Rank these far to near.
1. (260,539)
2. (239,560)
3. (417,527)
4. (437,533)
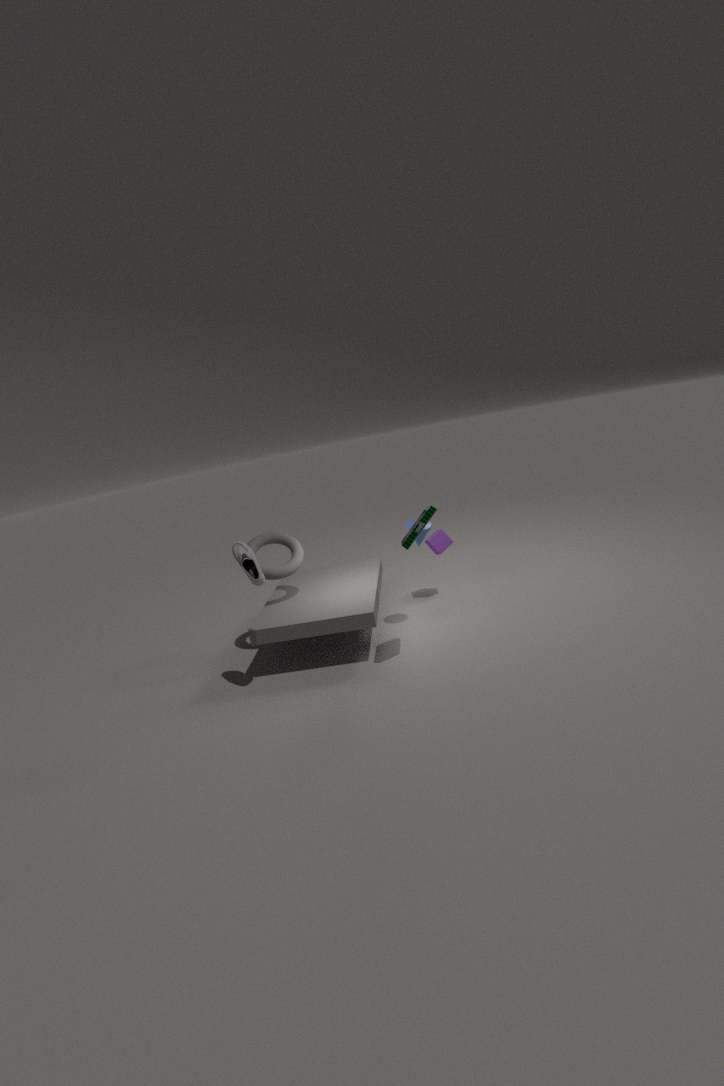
(437,533) < (260,539) < (239,560) < (417,527)
